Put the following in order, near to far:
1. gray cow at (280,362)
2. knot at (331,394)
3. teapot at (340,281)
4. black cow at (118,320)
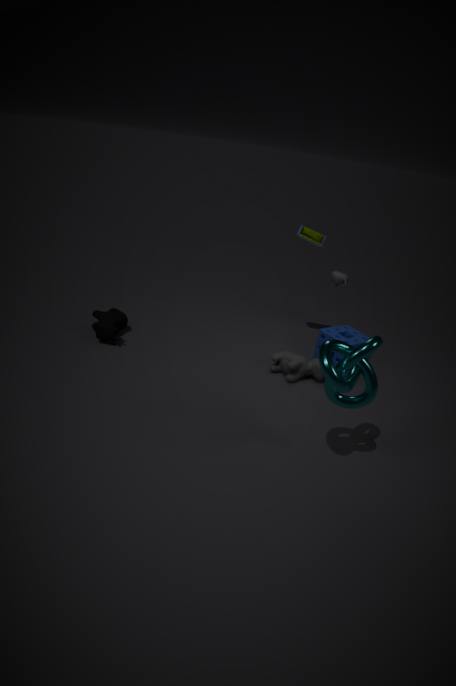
knot at (331,394) < gray cow at (280,362) < black cow at (118,320) < teapot at (340,281)
